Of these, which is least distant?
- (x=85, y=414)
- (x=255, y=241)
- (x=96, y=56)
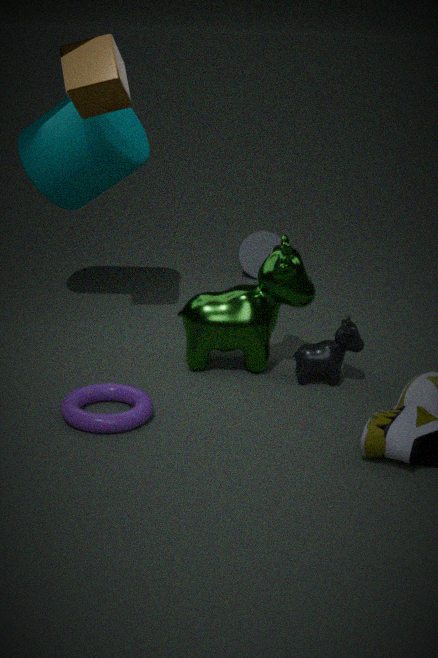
(x=85, y=414)
